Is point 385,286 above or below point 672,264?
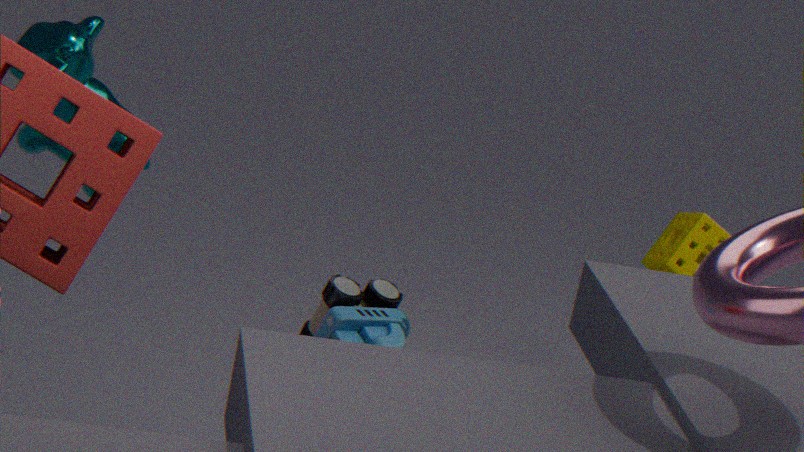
below
